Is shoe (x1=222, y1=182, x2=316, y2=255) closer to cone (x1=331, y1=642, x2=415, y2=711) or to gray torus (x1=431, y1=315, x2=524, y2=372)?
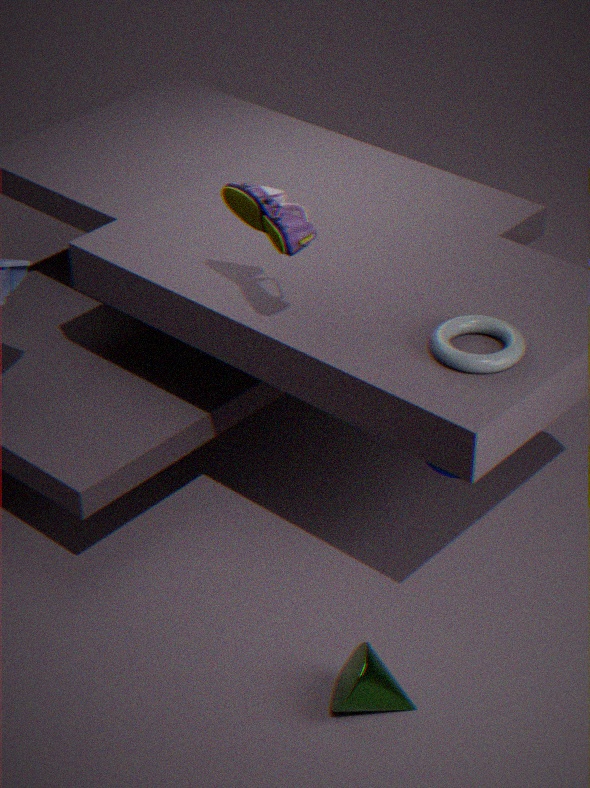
gray torus (x1=431, y1=315, x2=524, y2=372)
